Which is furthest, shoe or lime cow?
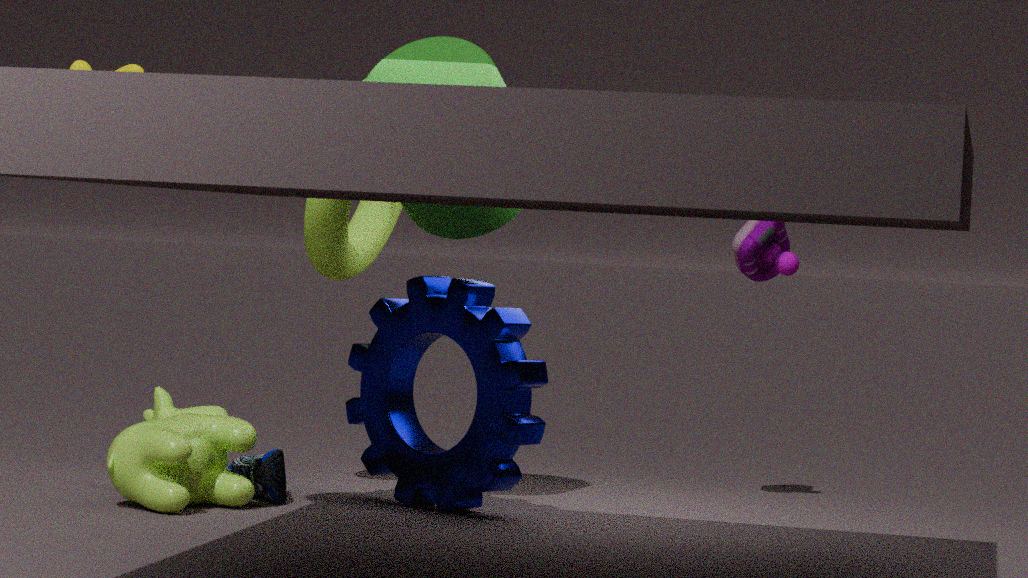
shoe
